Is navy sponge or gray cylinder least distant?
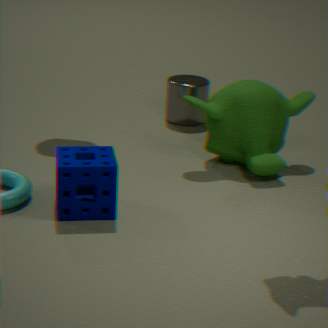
navy sponge
